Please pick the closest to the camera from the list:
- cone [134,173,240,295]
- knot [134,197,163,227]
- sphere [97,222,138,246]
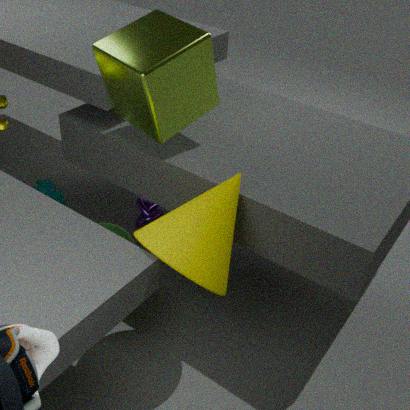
cone [134,173,240,295]
